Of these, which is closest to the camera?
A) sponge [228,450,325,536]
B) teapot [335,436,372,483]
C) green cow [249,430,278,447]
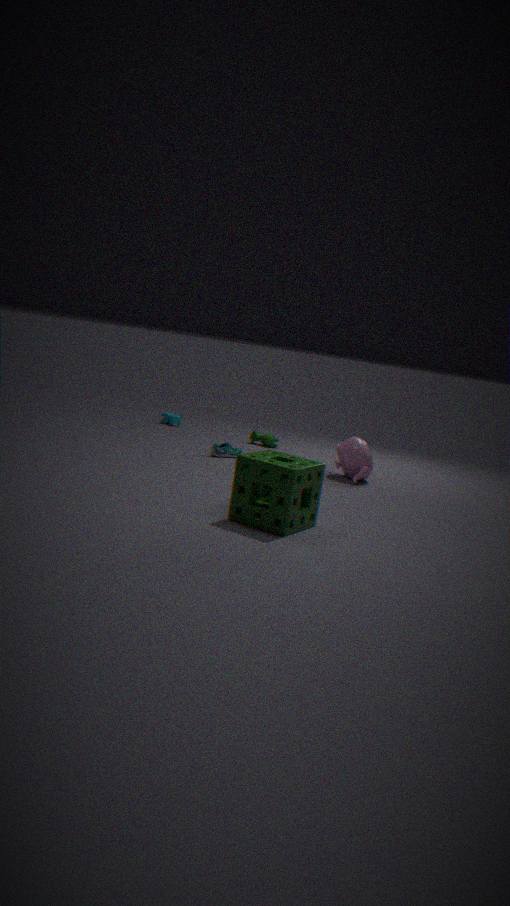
sponge [228,450,325,536]
